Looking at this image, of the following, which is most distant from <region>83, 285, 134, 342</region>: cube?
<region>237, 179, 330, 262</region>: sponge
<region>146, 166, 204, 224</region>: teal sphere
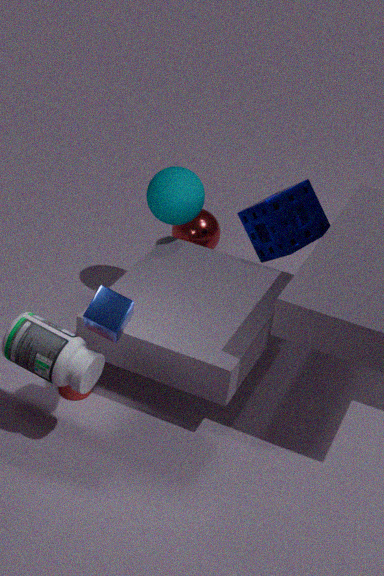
<region>237, 179, 330, 262</region>: sponge
